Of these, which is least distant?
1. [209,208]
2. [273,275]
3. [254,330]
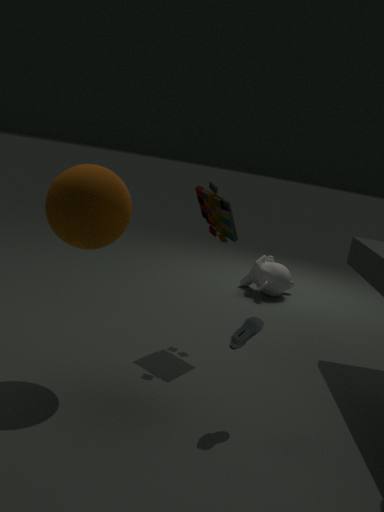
[254,330]
